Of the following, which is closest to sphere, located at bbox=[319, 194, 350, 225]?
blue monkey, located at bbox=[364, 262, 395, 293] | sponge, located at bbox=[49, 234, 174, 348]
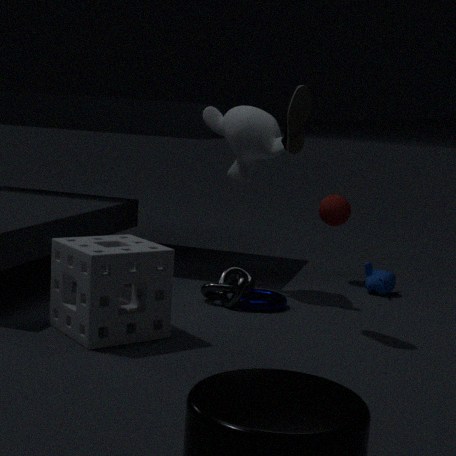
blue monkey, located at bbox=[364, 262, 395, 293]
